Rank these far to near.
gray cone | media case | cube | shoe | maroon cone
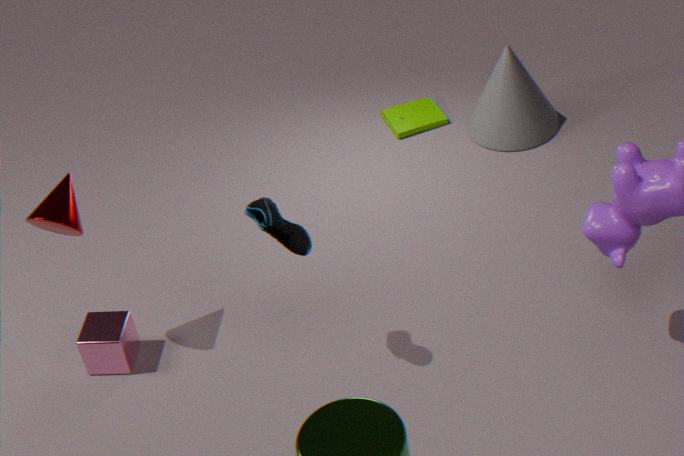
media case, gray cone, cube, maroon cone, shoe
